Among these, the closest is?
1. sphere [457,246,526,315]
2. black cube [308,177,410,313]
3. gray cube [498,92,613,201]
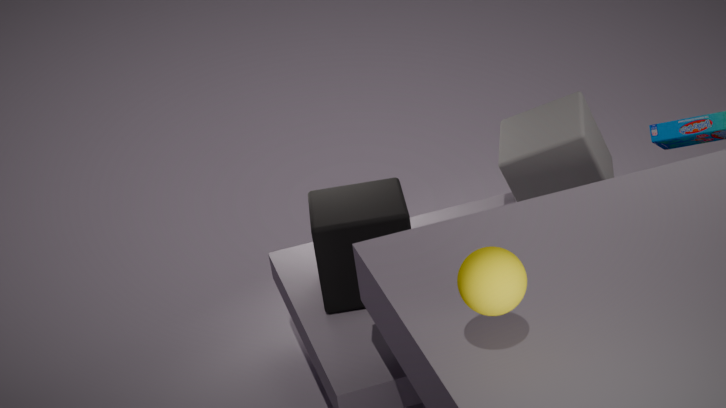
sphere [457,246,526,315]
